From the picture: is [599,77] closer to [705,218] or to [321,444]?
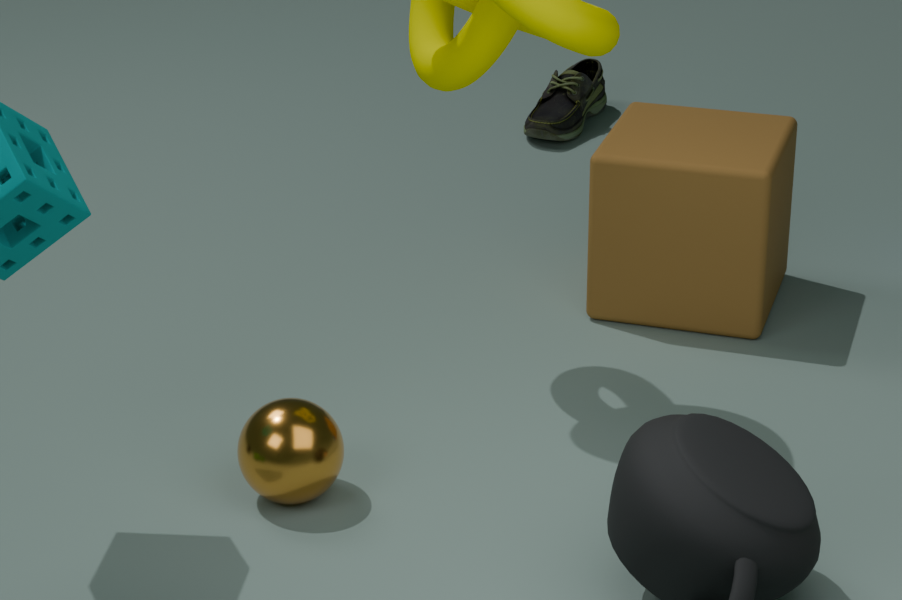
[705,218]
